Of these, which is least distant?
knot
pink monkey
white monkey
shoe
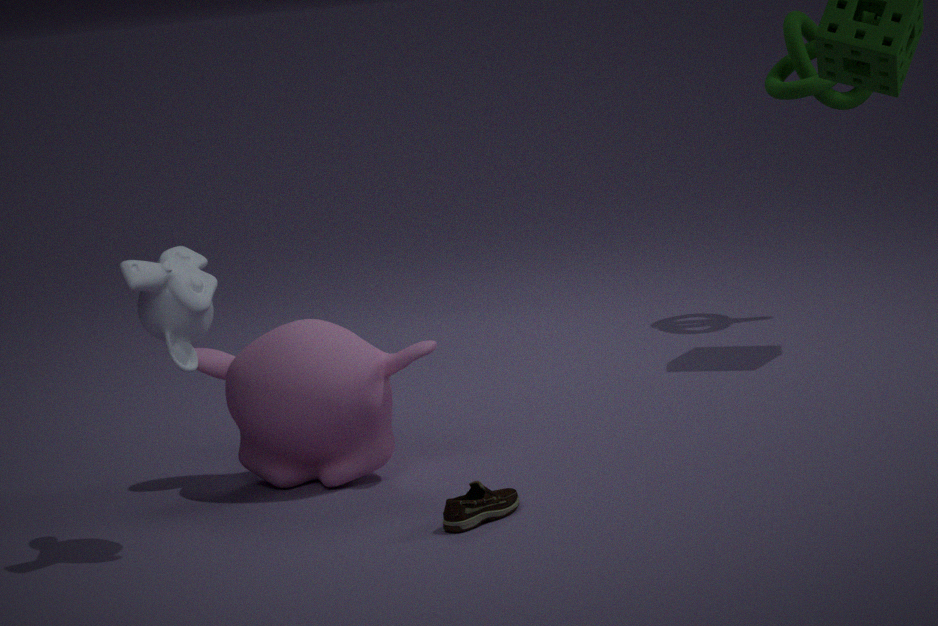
white monkey
